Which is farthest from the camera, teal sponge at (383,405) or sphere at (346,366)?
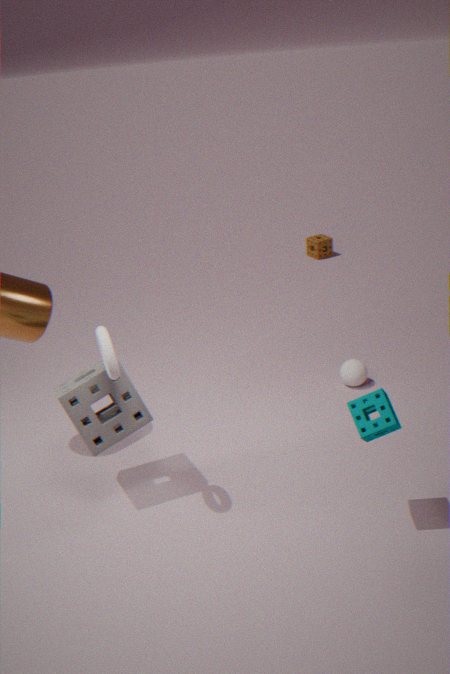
sphere at (346,366)
